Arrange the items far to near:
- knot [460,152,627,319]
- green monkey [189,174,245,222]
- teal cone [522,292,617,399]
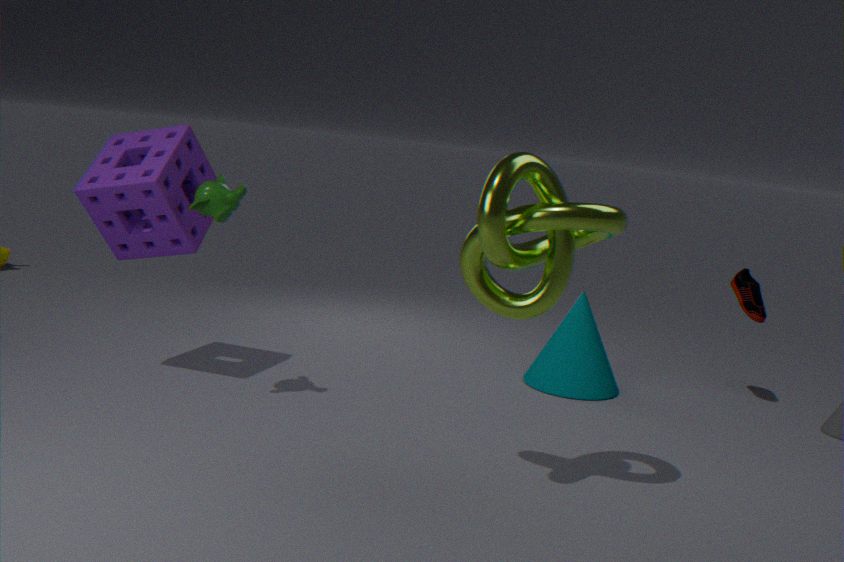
teal cone [522,292,617,399] → green monkey [189,174,245,222] → knot [460,152,627,319]
